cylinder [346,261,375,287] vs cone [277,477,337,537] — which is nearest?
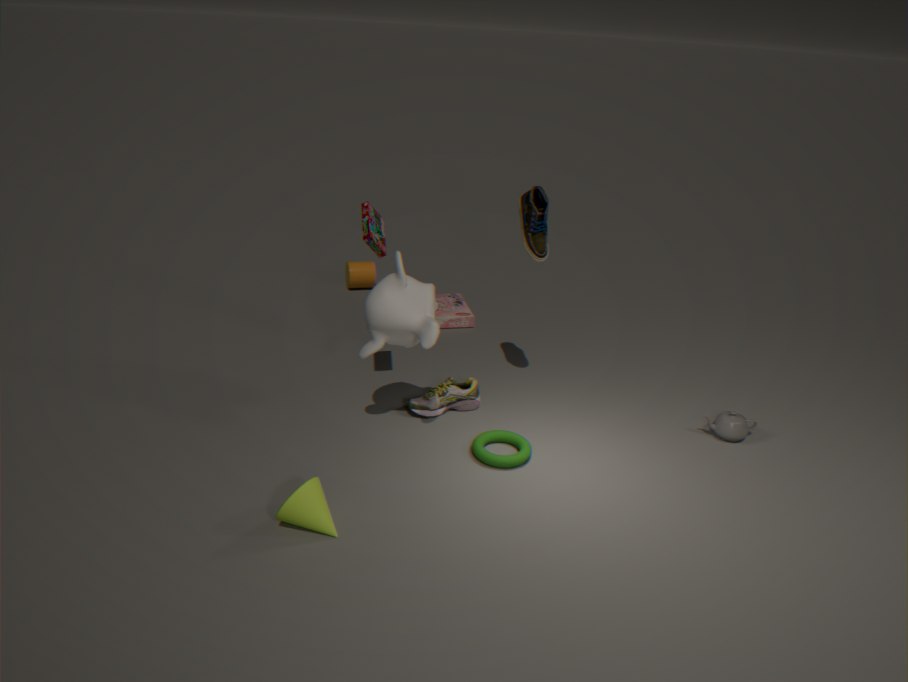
cone [277,477,337,537]
